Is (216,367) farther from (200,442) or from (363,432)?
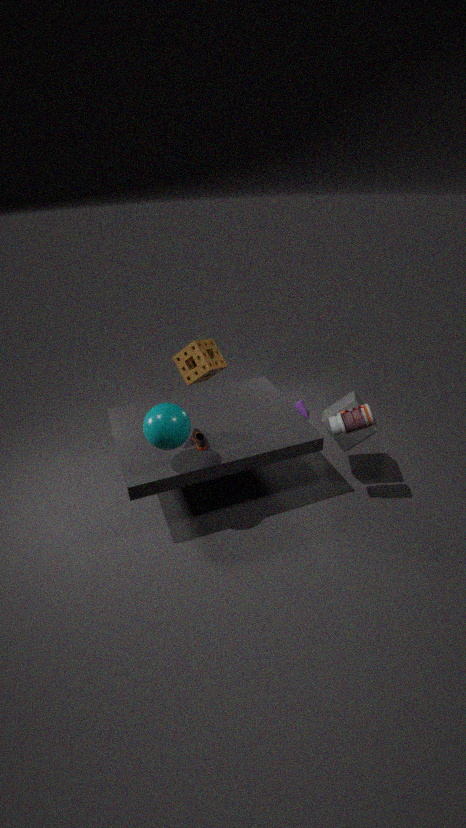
(363,432)
